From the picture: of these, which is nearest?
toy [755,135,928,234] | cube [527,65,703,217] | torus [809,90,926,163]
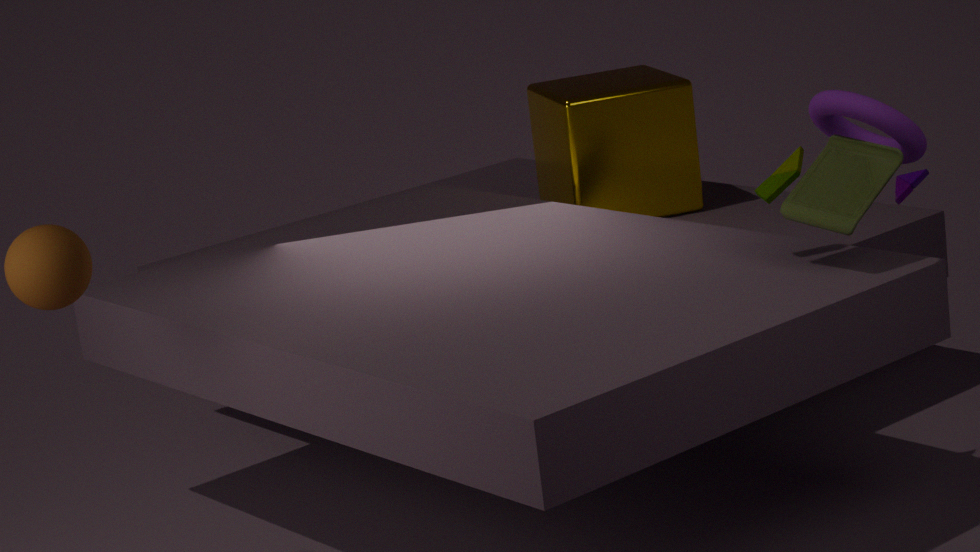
toy [755,135,928,234]
